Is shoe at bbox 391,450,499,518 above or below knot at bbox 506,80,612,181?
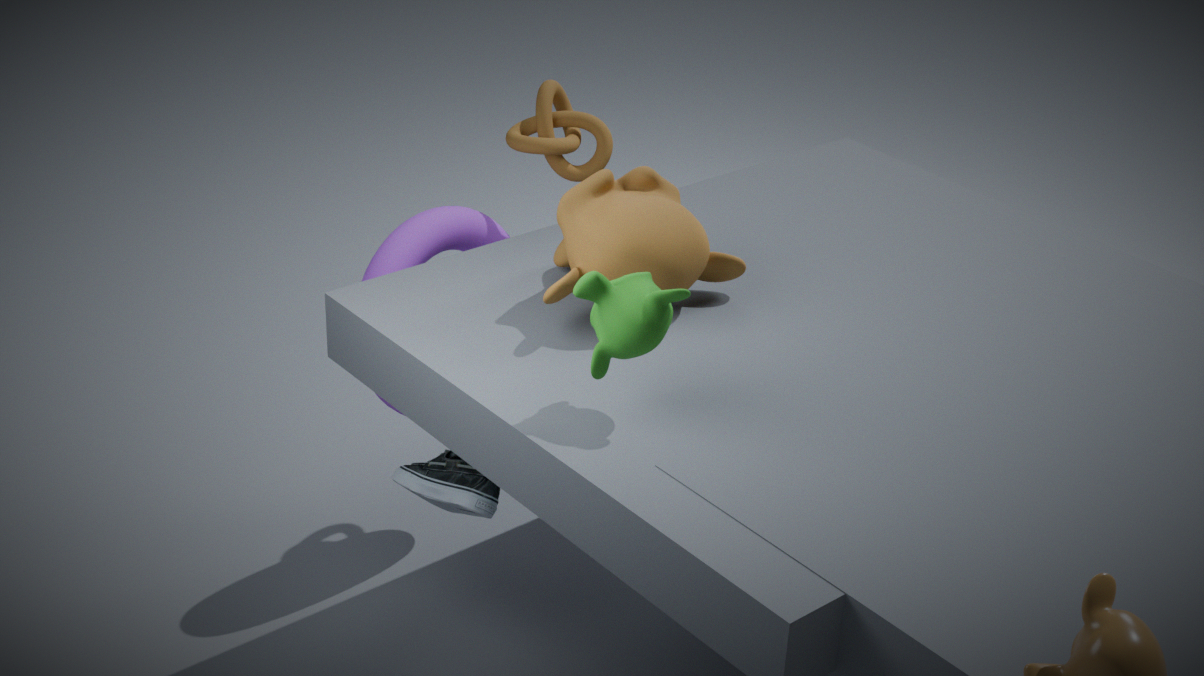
below
